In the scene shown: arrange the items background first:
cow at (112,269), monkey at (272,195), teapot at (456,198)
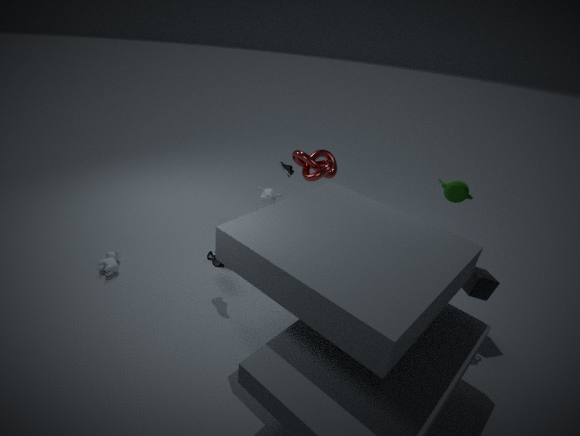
monkey at (272,195)
cow at (112,269)
teapot at (456,198)
